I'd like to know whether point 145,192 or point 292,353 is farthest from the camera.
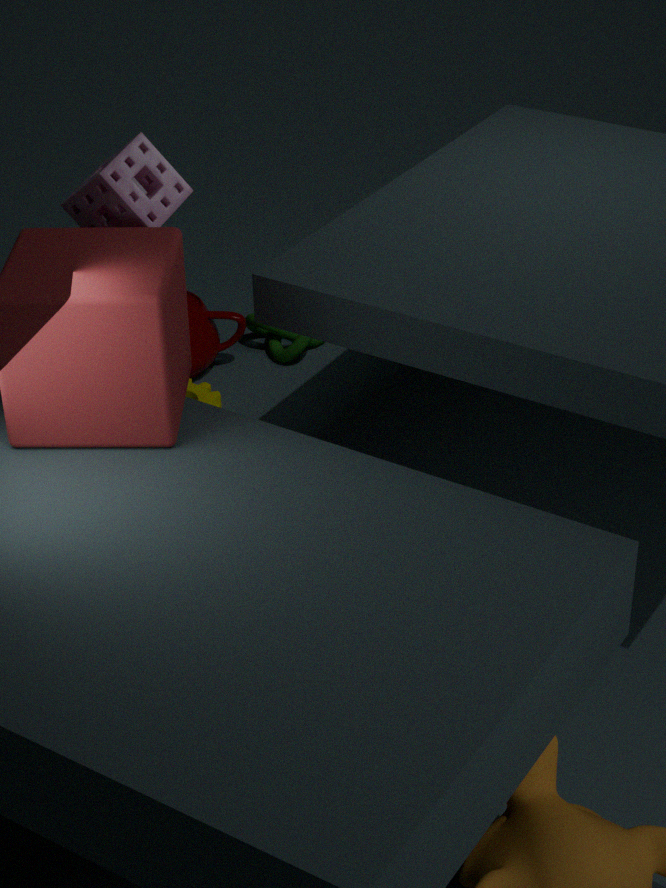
point 292,353
